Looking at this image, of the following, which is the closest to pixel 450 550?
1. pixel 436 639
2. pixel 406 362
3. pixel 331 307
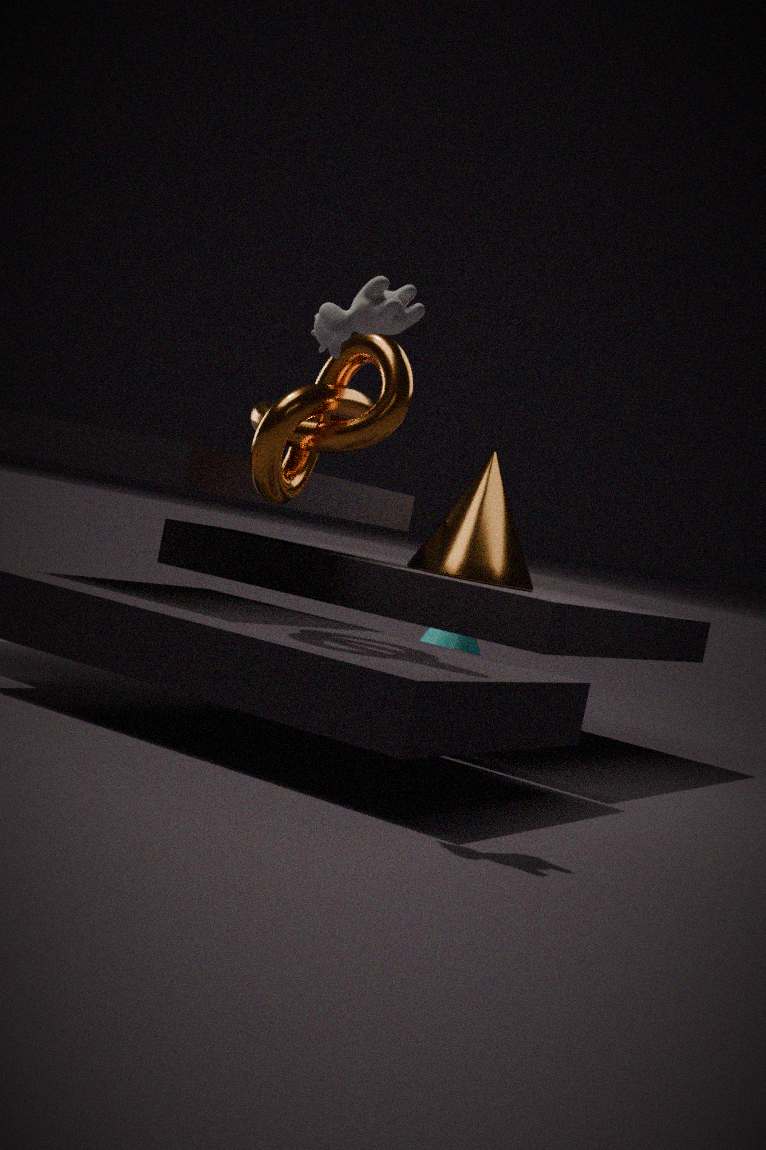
pixel 406 362
